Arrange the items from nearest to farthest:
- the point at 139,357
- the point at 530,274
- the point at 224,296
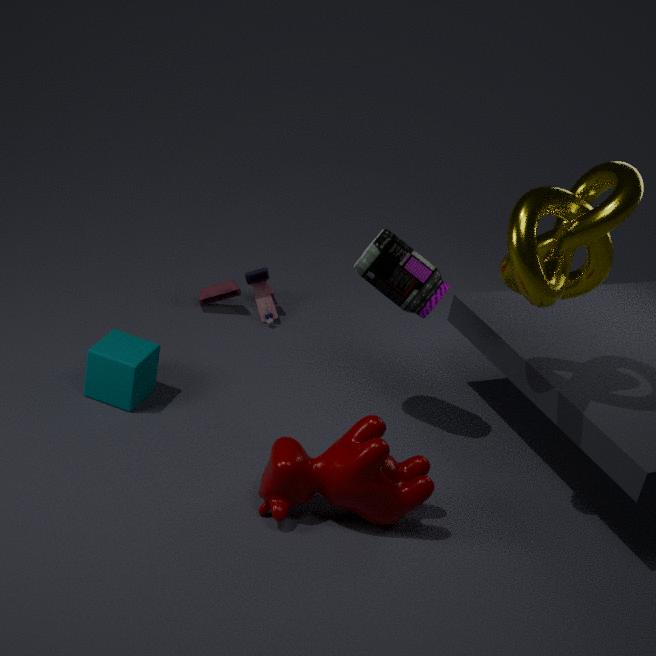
1. the point at 530,274
2. the point at 139,357
3. the point at 224,296
